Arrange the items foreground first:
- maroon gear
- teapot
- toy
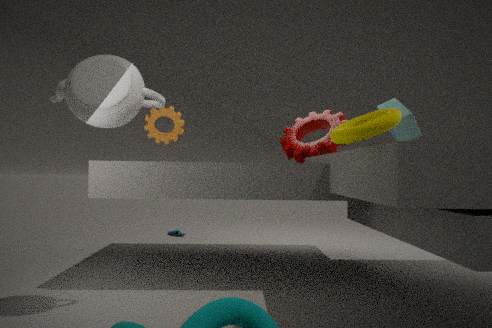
teapot < toy < maroon gear
